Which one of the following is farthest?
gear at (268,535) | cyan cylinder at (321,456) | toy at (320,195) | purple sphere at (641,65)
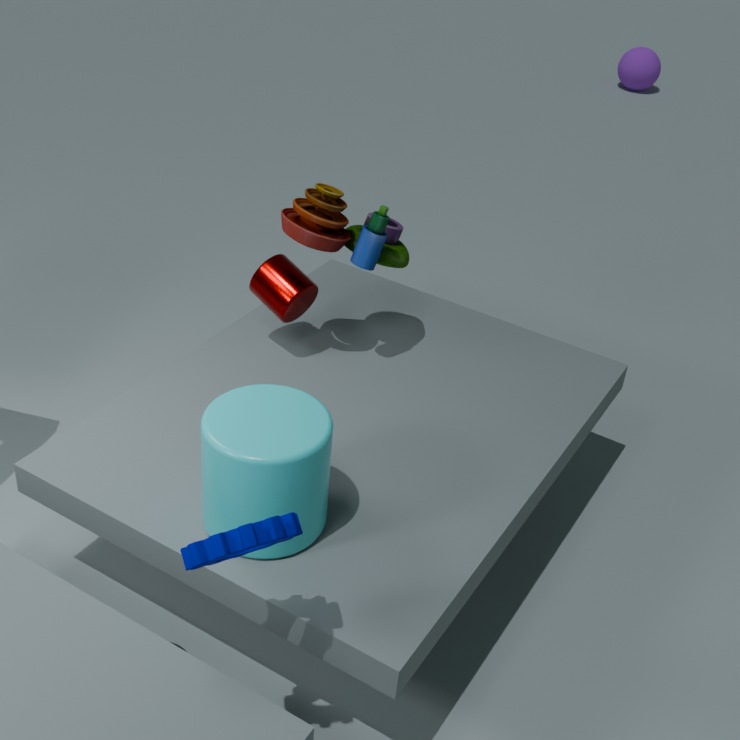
purple sphere at (641,65)
